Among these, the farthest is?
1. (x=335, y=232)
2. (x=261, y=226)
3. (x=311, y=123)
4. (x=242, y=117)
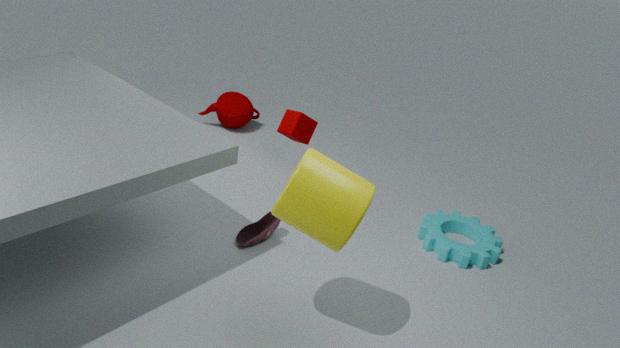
(x=242, y=117)
